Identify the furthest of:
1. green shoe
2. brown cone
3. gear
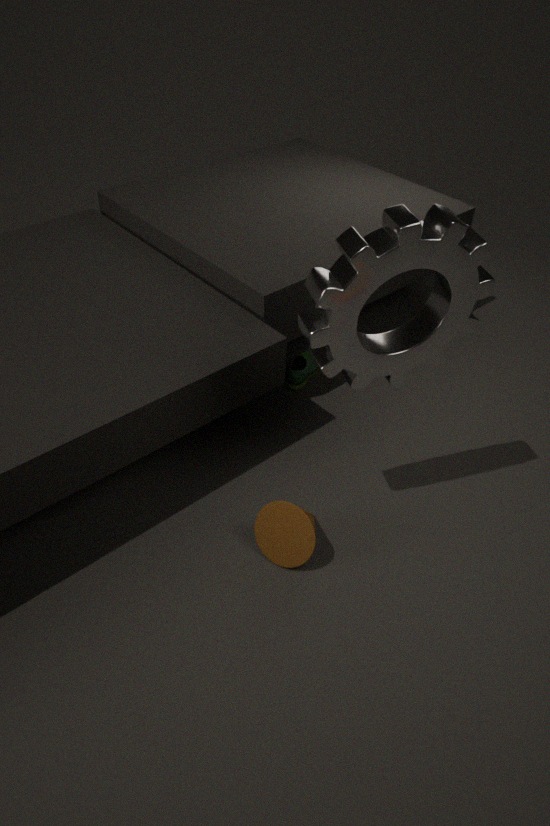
green shoe
